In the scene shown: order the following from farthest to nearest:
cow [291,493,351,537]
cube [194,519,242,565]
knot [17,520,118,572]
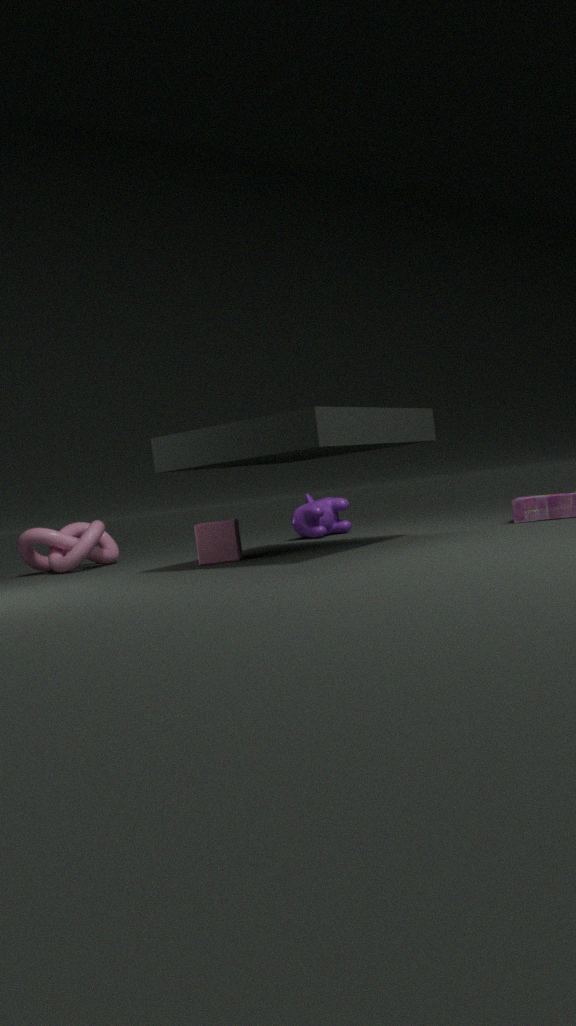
1. cow [291,493,351,537]
2. knot [17,520,118,572]
3. cube [194,519,242,565]
